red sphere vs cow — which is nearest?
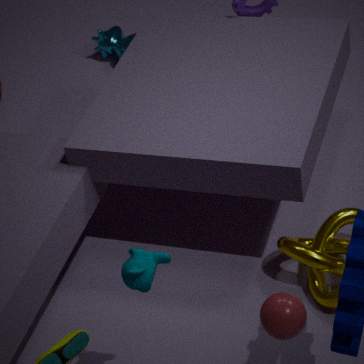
red sphere
